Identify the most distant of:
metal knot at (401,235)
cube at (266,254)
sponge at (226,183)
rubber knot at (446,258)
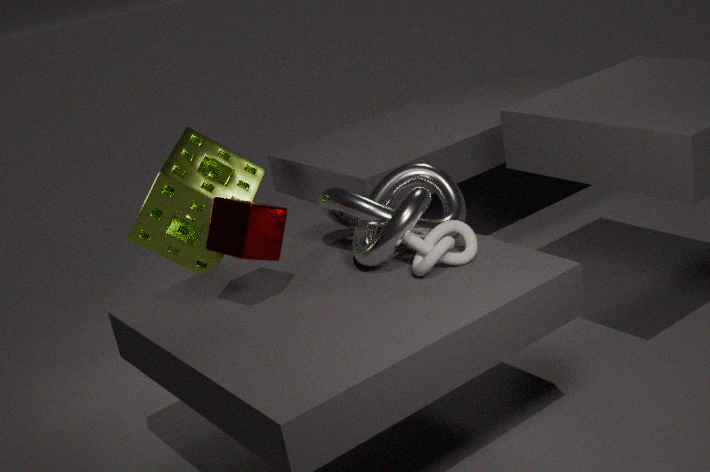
sponge at (226,183)
